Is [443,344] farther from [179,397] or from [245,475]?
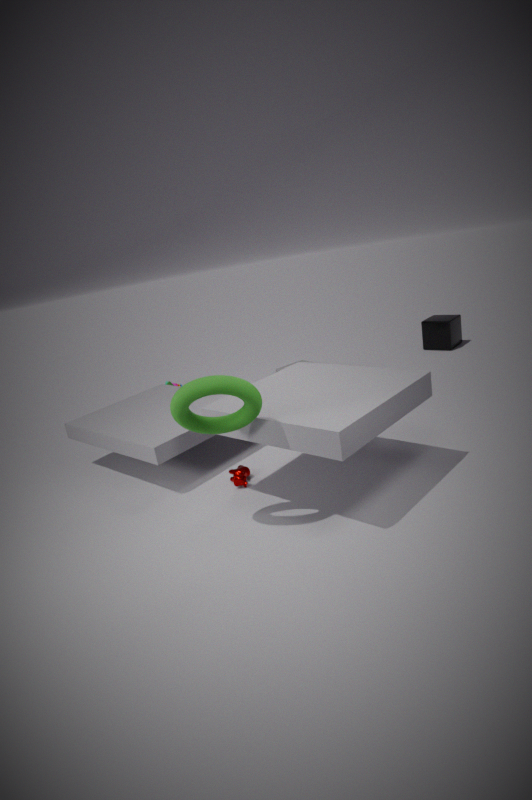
[179,397]
